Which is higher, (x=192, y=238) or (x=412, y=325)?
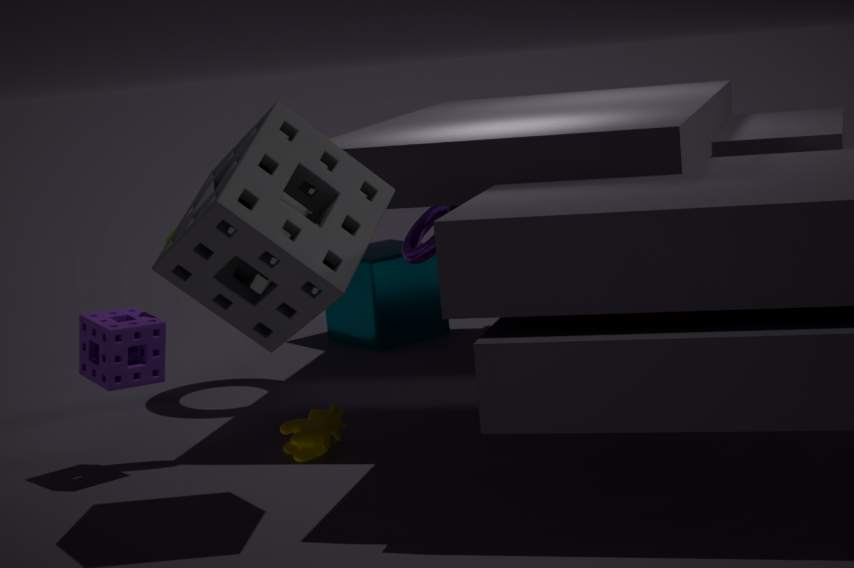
(x=192, y=238)
